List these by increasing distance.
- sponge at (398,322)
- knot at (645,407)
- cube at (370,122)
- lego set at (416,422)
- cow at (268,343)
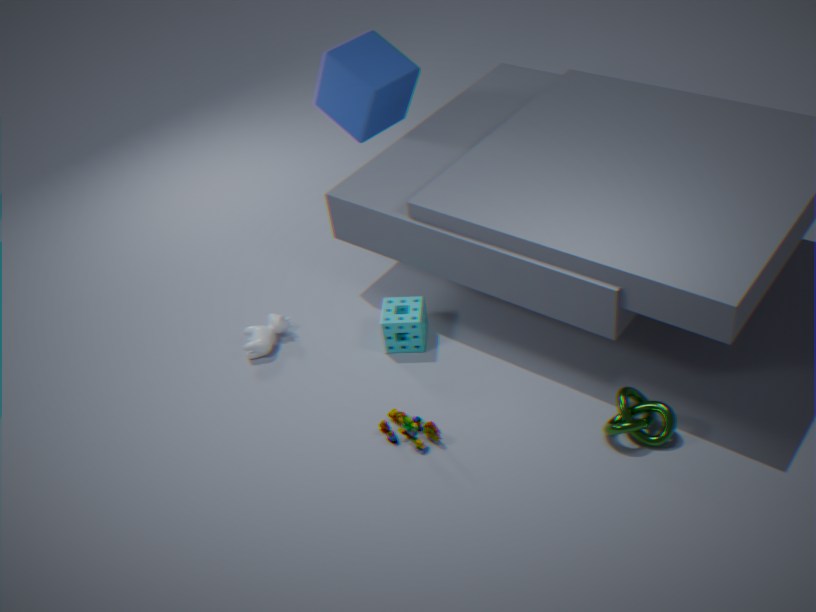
knot at (645,407), lego set at (416,422), sponge at (398,322), cow at (268,343), cube at (370,122)
